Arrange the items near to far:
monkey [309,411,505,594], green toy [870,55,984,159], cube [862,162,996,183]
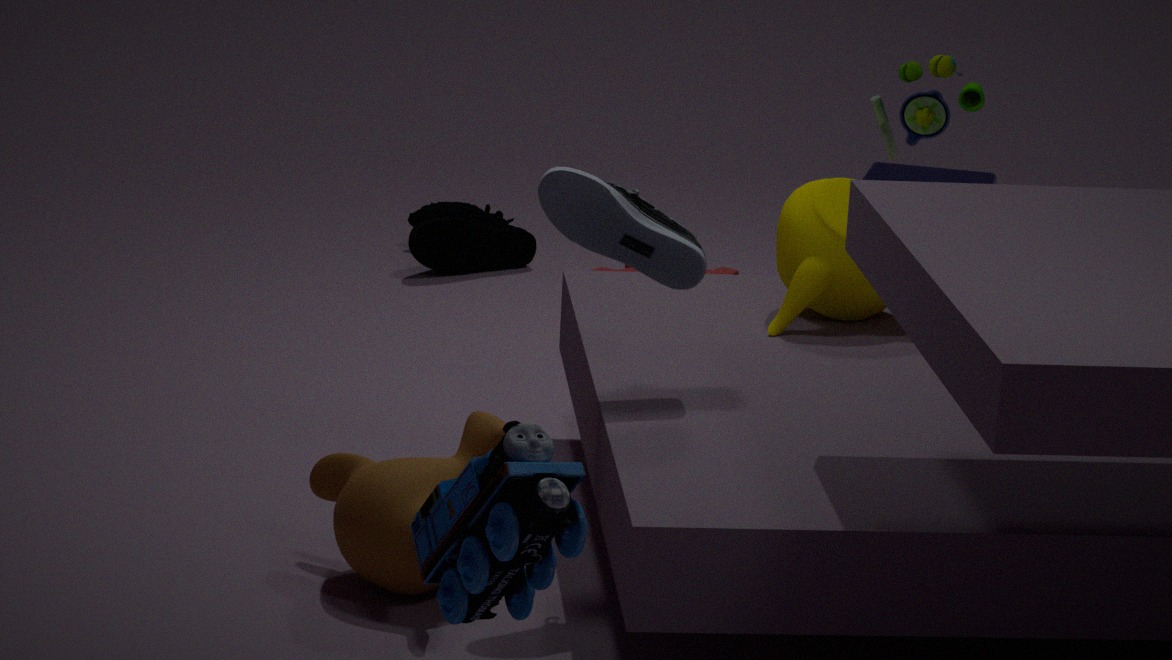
monkey [309,411,505,594] < green toy [870,55,984,159] < cube [862,162,996,183]
